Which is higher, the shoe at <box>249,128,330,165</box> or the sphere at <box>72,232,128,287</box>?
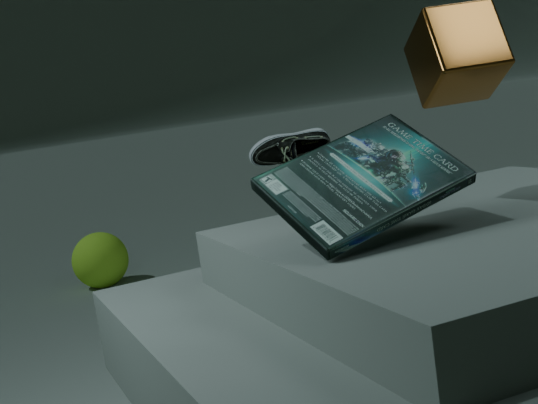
the shoe at <box>249,128,330,165</box>
